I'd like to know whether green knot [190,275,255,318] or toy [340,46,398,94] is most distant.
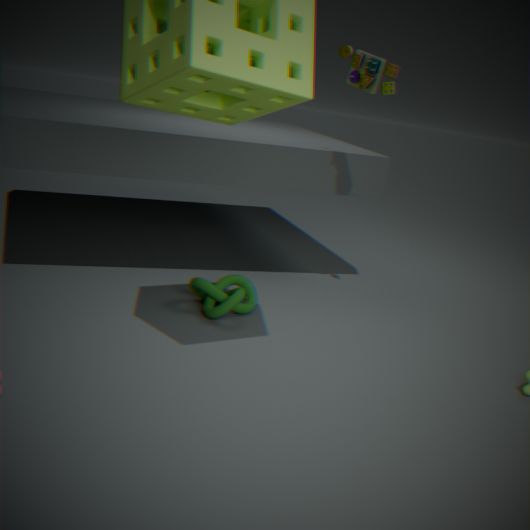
toy [340,46,398,94]
